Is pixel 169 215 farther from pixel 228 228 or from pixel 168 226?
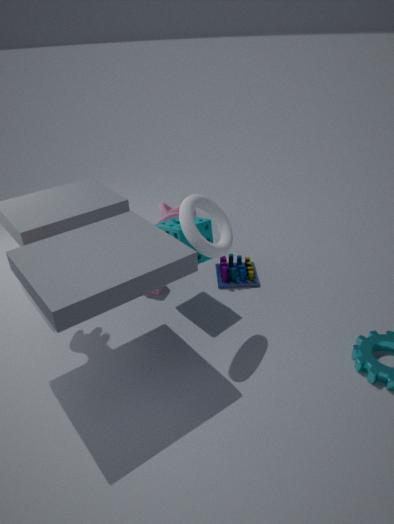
pixel 228 228
